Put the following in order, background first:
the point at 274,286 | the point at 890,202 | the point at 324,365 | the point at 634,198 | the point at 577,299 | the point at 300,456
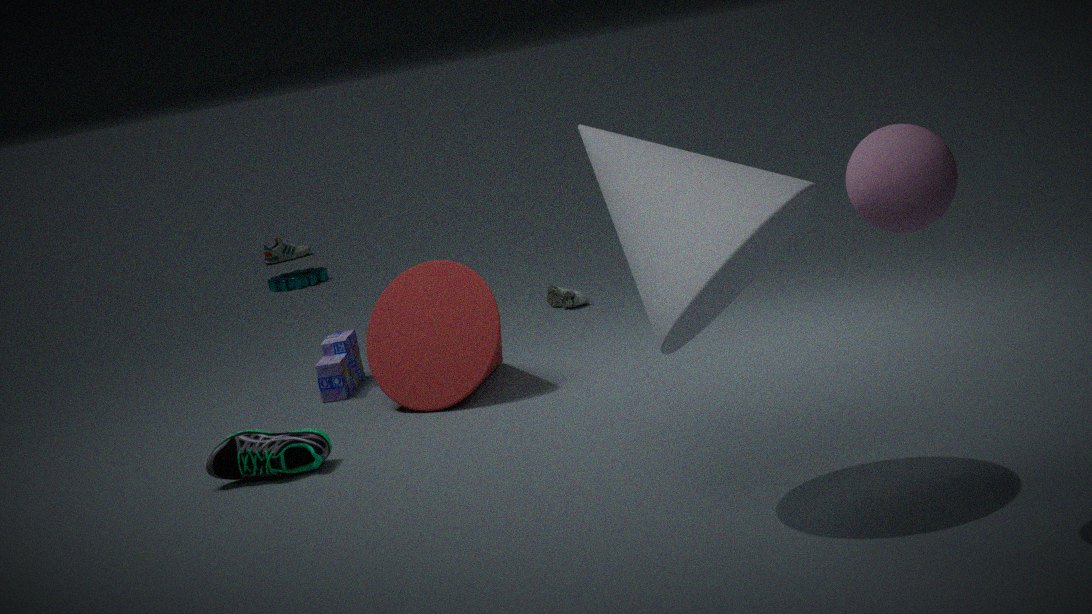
the point at 274,286
the point at 577,299
the point at 324,365
the point at 300,456
the point at 634,198
the point at 890,202
